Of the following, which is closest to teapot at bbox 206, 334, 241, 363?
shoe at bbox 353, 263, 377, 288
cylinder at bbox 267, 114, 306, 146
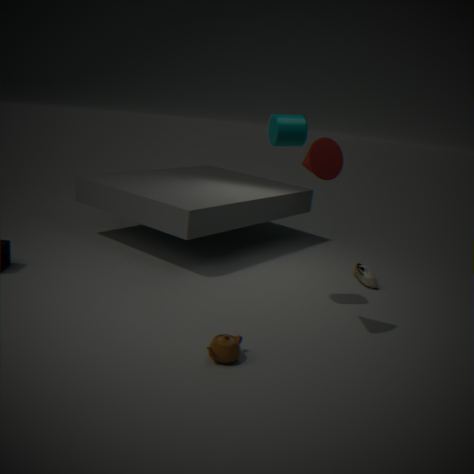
cylinder at bbox 267, 114, 306, 146
